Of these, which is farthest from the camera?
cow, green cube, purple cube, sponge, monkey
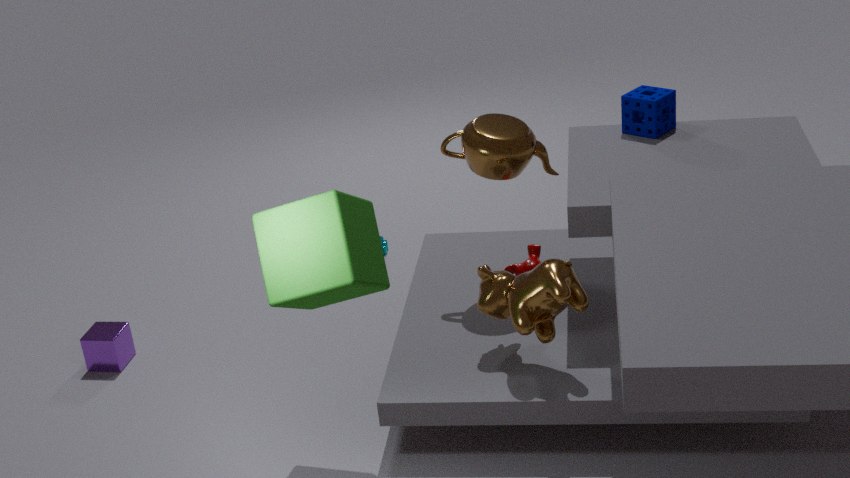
purple cube
